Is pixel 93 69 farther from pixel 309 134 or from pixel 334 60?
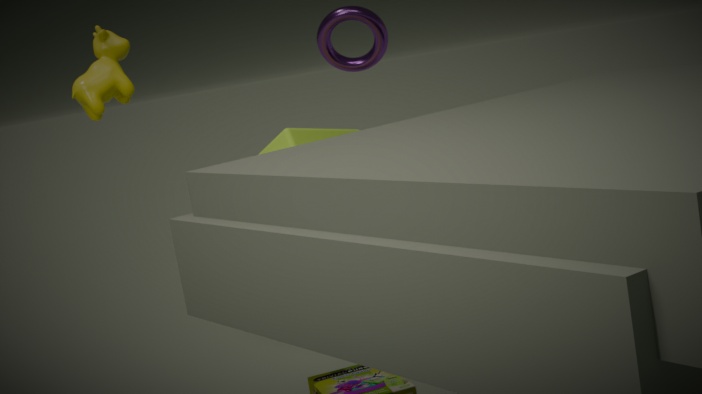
pixel 334 60
